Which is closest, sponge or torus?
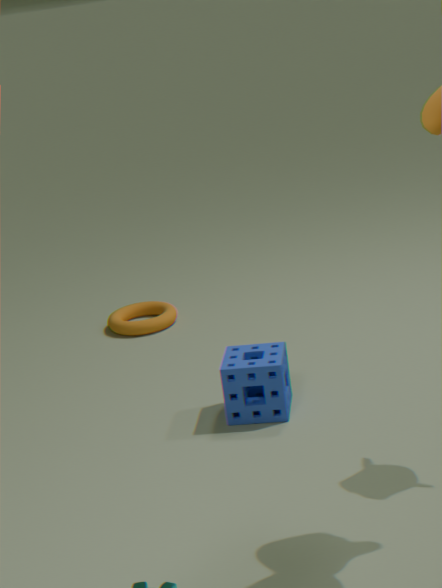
sponge
